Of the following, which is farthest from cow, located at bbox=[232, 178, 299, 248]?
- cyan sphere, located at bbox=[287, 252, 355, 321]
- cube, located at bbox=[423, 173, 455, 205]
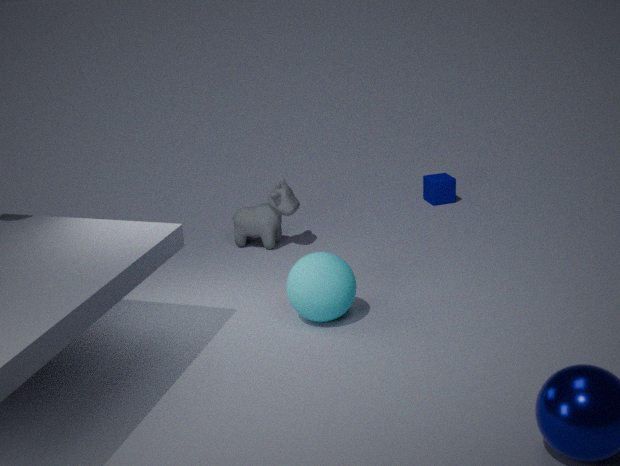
cube, located at bbox=[423, 173, 455, 205]
